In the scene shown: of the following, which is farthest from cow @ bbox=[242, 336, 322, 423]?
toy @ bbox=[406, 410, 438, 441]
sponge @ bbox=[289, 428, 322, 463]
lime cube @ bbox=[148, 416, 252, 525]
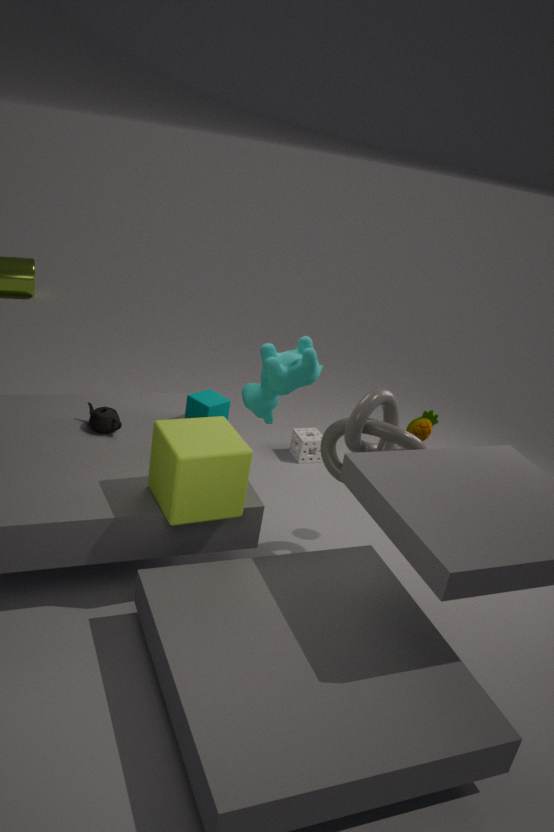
sponge @ bbox=[289, 428, 322, 463]
